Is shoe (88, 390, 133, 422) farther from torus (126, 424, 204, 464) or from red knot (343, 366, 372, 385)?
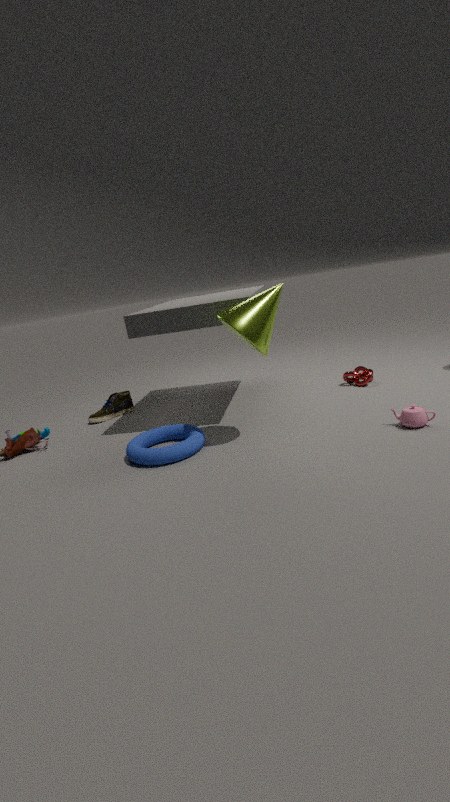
red knot (343, 366, 372, 385)
